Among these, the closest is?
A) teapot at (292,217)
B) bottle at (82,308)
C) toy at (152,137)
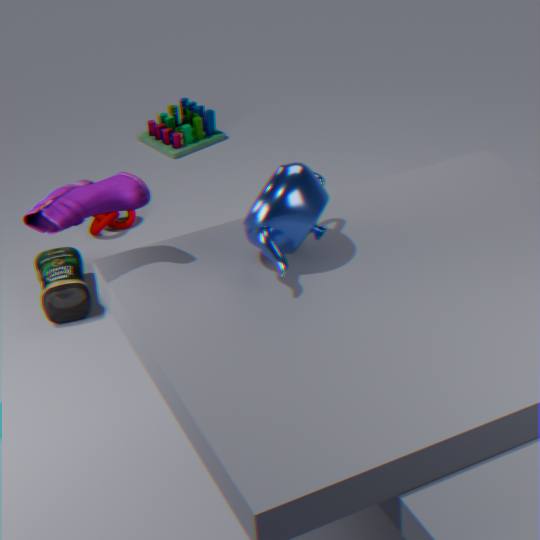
teapot at (292,217)
